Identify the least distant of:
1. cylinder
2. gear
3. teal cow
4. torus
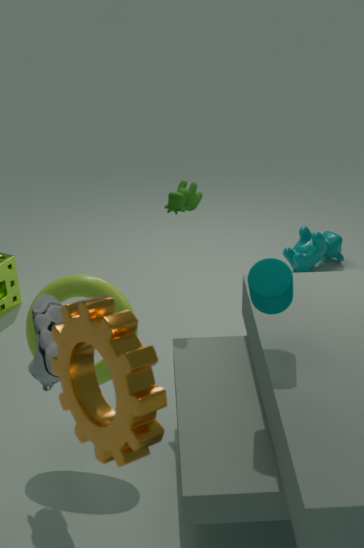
gear
